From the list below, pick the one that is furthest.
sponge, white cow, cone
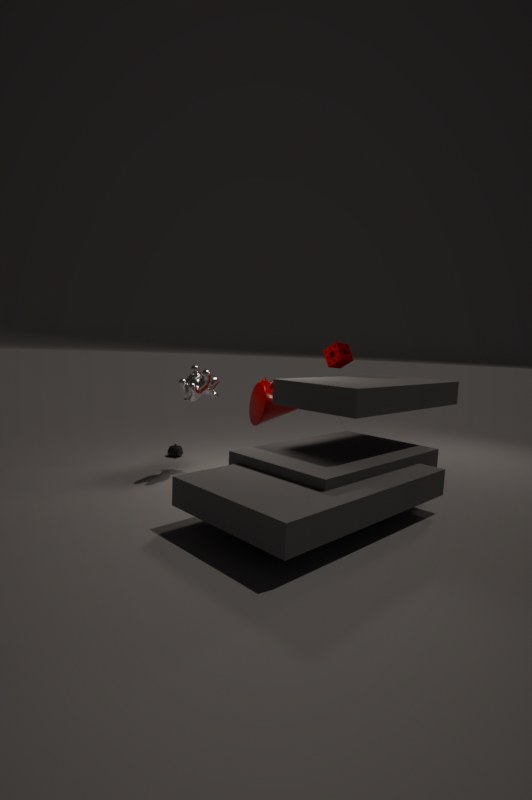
sponge
